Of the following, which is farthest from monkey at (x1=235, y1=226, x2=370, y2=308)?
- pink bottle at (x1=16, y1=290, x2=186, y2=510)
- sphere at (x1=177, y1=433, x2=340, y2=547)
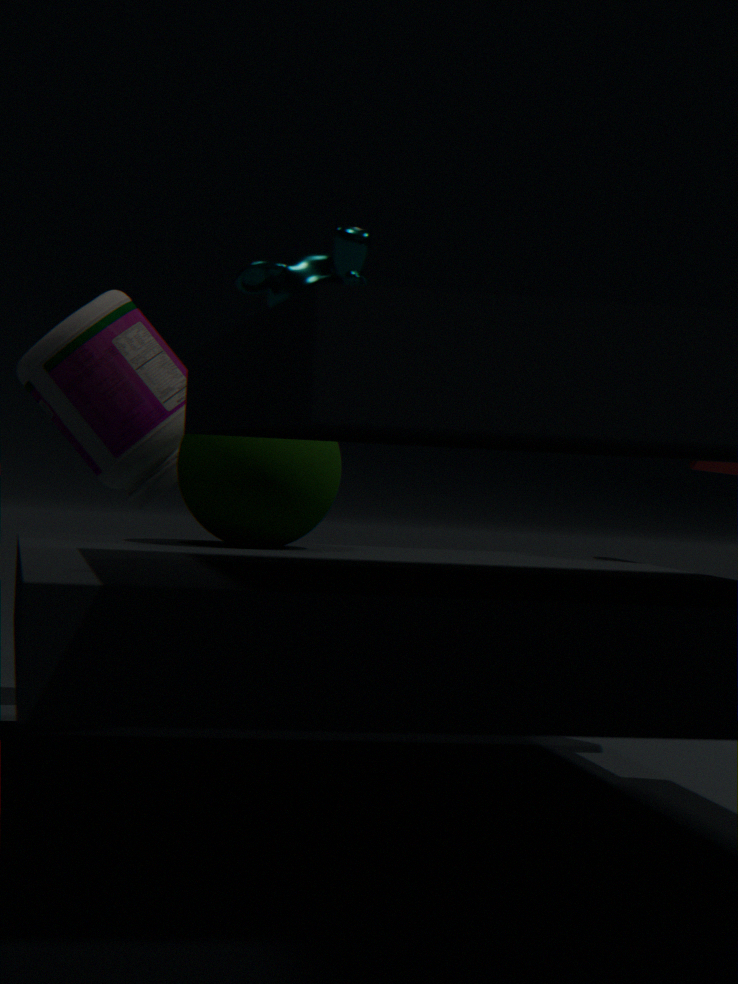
pink bottle at (x1=16, y1=290, x2=186, y2=510)
